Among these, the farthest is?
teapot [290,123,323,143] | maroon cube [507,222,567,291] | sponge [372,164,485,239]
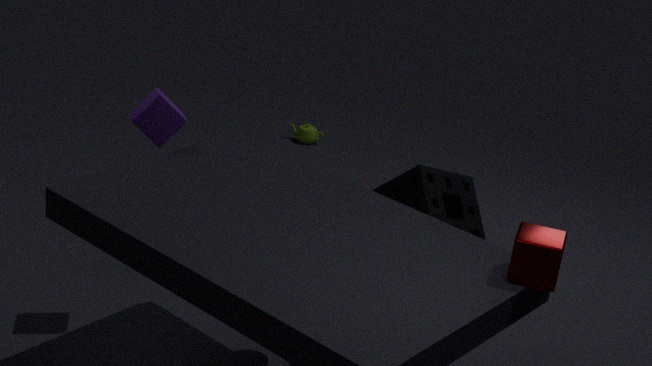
teapot [290,123,323,143]
